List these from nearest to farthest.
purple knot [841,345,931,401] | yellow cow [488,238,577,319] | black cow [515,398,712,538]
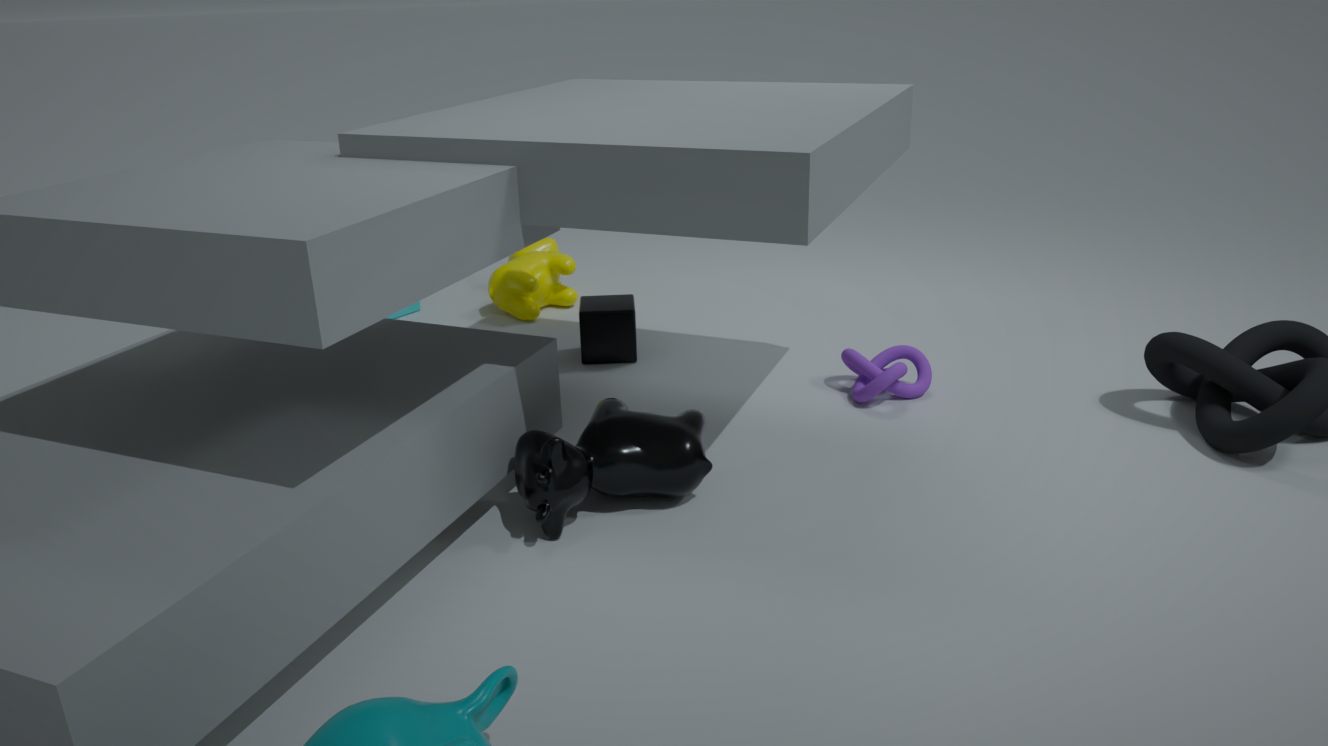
1. black cow [515,398,712,538]
2. purple knot [841,345,931,401]
3. yellow cow [488,238,577,319]
